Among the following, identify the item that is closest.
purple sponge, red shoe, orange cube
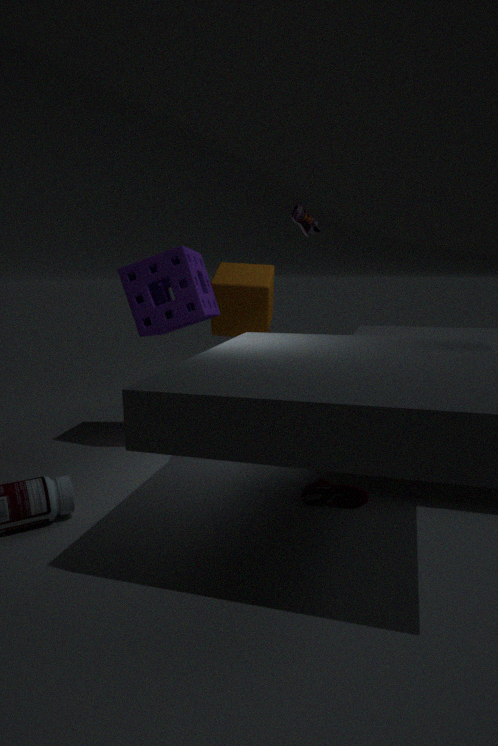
red shoe
